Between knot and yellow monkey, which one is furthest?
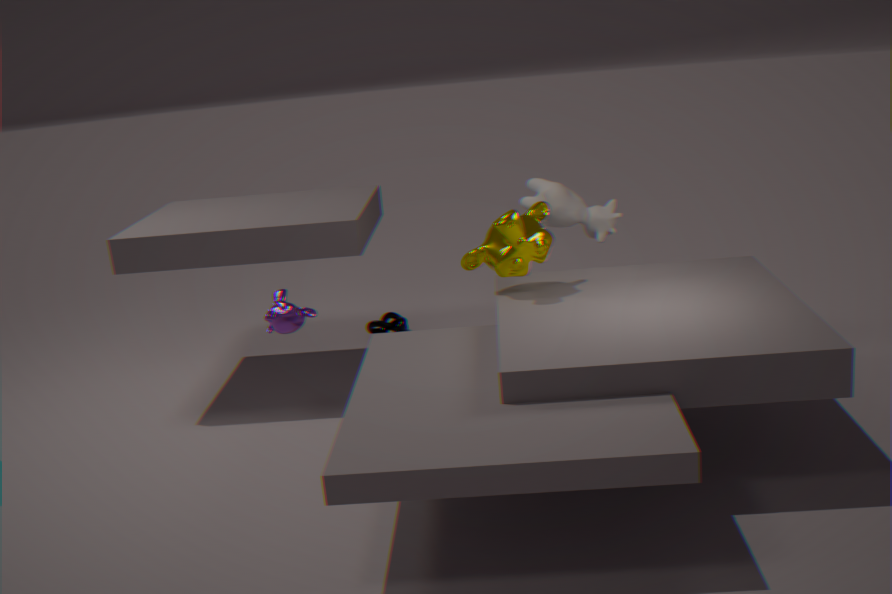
knot
